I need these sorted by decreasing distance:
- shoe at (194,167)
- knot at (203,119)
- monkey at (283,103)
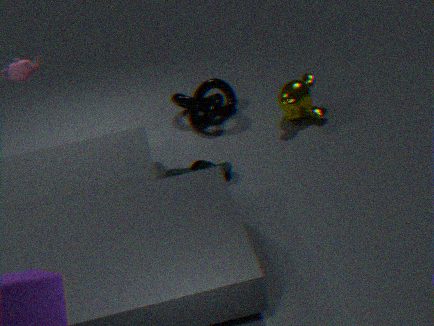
knot at (203,119), monkey at (283,103), shoe at (194,167)
